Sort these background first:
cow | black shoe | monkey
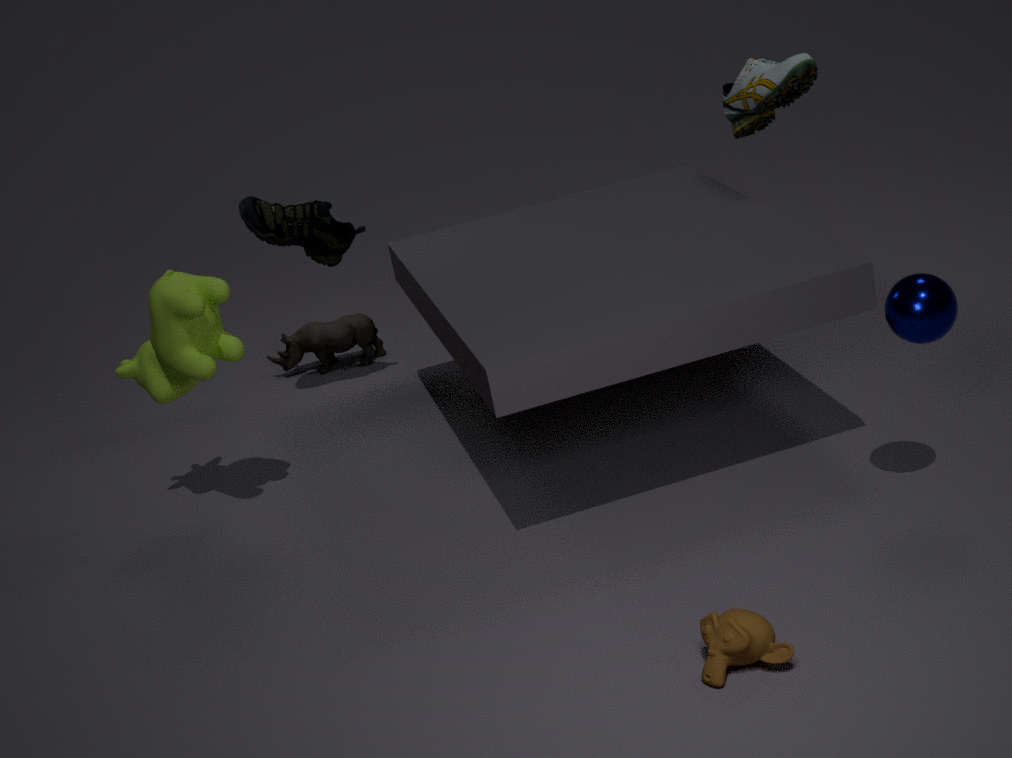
black shoe, cow, monkey
